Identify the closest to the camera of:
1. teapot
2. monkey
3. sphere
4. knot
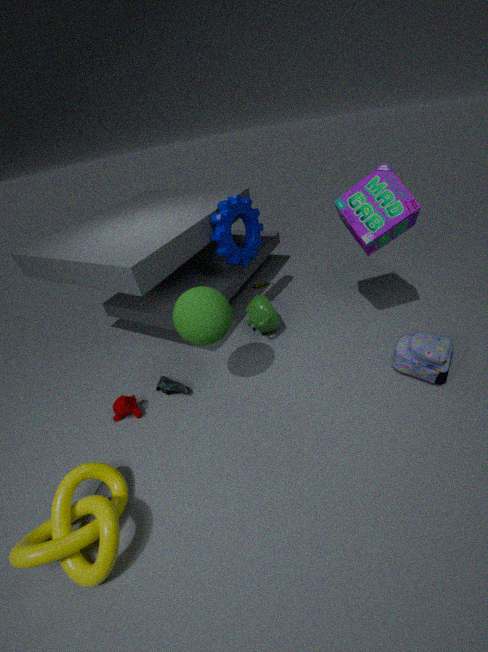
knot
